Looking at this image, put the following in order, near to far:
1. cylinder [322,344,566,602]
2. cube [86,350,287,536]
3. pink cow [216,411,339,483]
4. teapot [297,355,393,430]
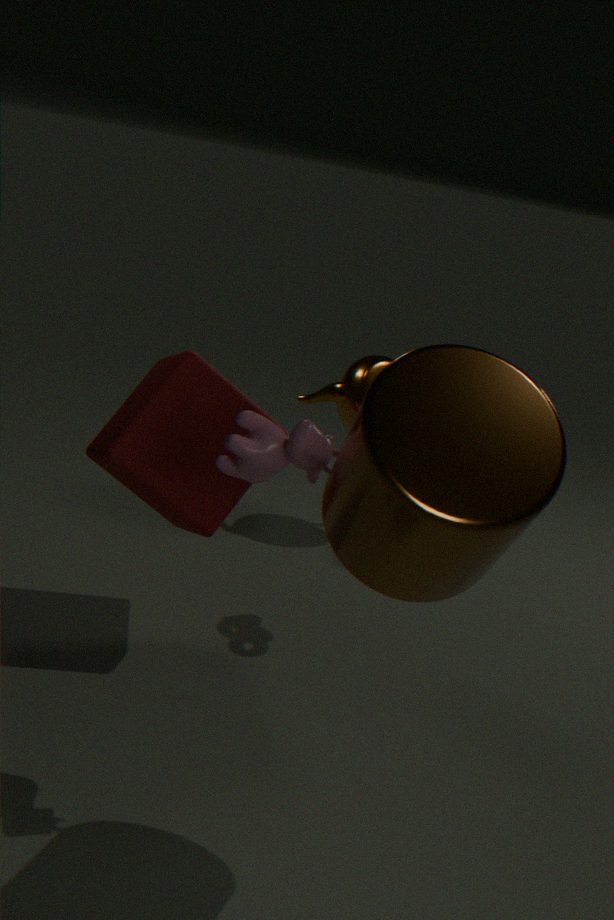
cylinder [322,344,566,602]
pink cow [216,411,339,483]
cube [86,350,287,536]
teapot [297,355,393,430]
